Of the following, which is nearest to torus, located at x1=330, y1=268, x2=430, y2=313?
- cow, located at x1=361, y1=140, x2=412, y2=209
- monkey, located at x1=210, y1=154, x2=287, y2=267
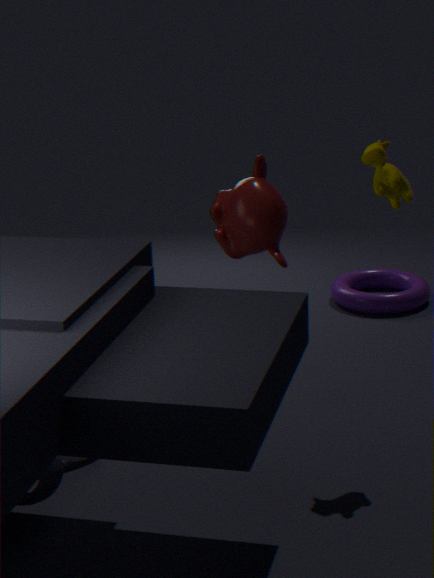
monkey, located at x1=210, y1=154, x2=287, y2=267
